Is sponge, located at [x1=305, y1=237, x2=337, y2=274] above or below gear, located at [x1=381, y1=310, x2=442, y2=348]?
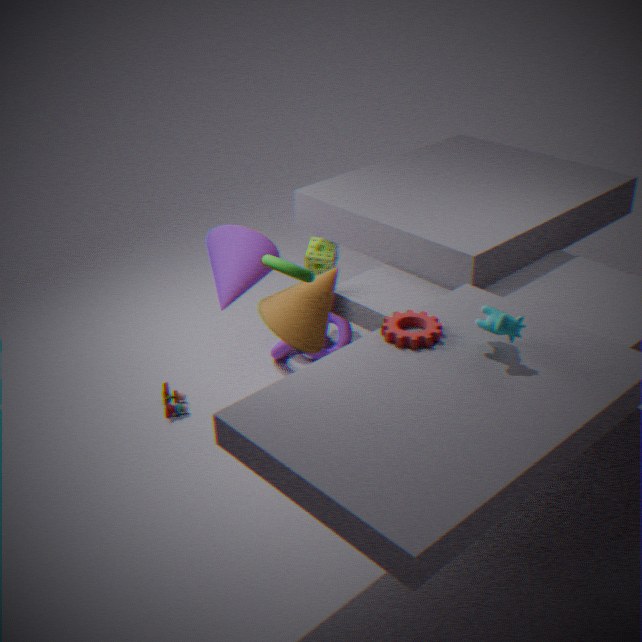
below
